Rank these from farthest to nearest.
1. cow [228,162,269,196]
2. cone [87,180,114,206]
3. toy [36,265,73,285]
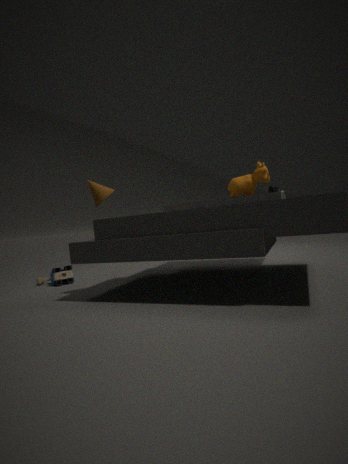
cow [228,162,269,196] → toy [36,265,73,285] → cone [87,180,114,206]
